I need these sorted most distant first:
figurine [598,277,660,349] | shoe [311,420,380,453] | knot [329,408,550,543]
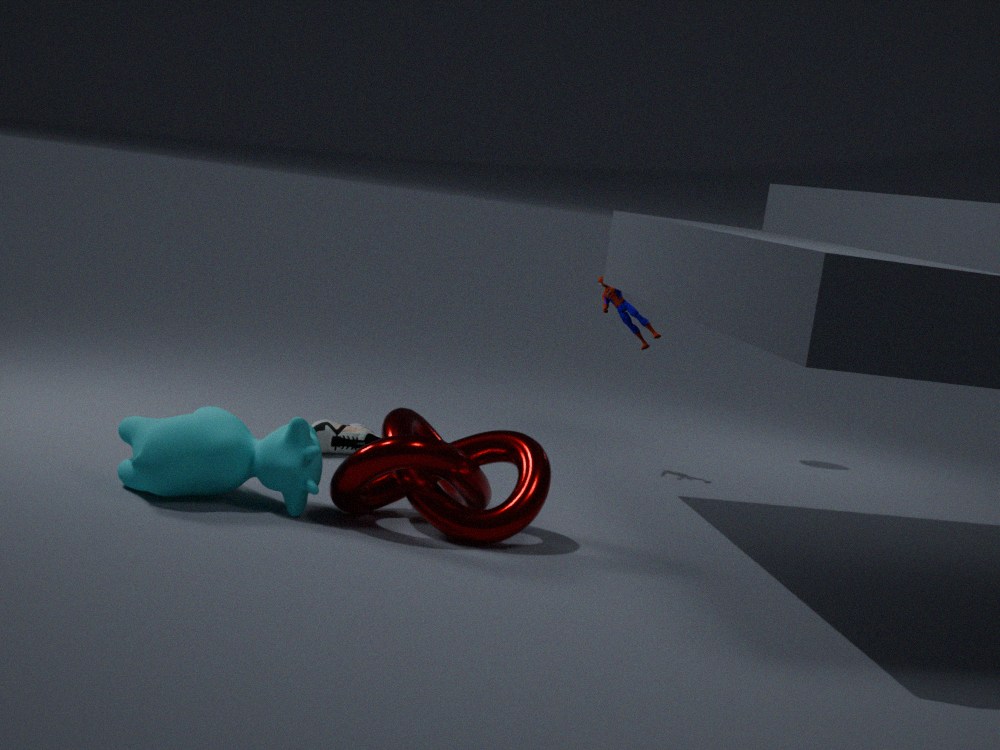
figurine [598,277,660,349], shoe [311,420,380,453], knot [329,408,550,543]
